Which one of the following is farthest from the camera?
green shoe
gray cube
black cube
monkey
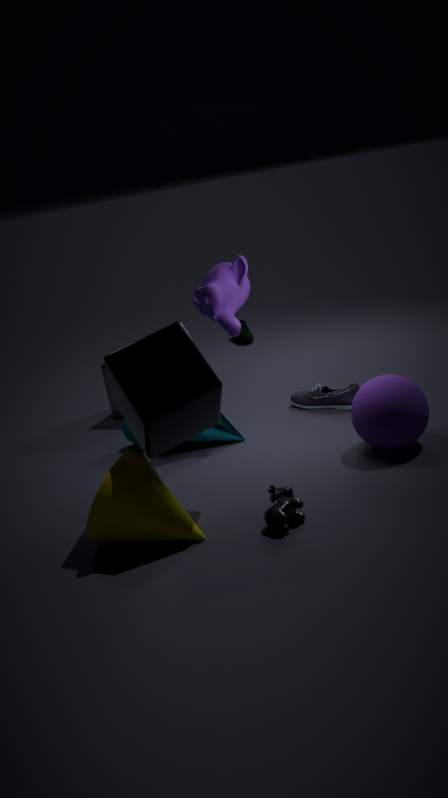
green shoe
